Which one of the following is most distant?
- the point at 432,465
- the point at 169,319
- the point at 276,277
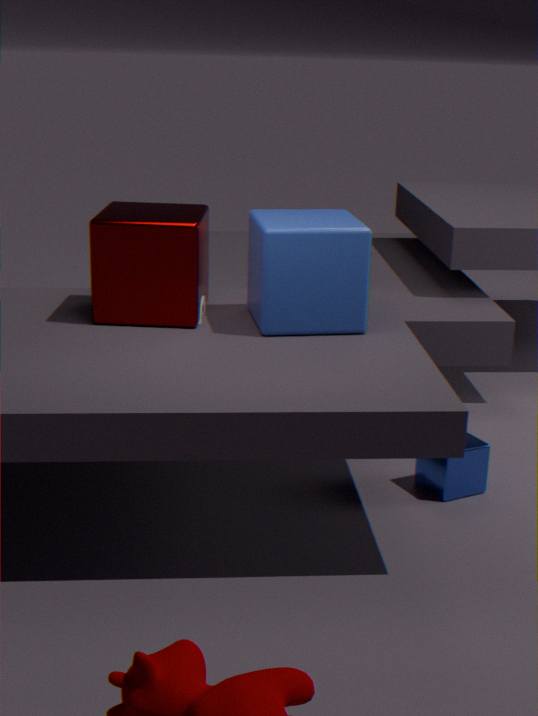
the point at 432,465
